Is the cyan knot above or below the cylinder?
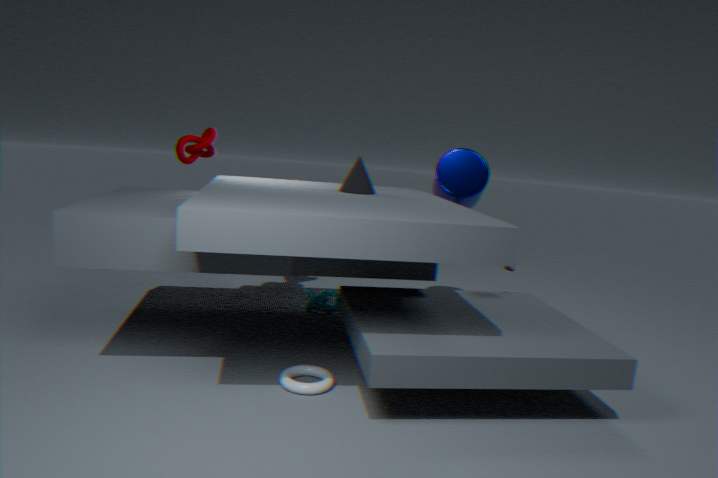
below
